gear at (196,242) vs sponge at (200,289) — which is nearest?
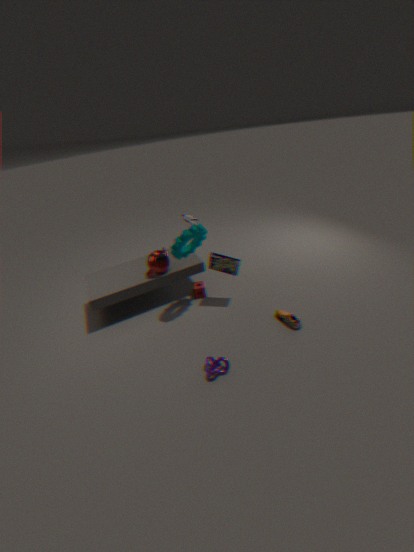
gear at (196,242)
